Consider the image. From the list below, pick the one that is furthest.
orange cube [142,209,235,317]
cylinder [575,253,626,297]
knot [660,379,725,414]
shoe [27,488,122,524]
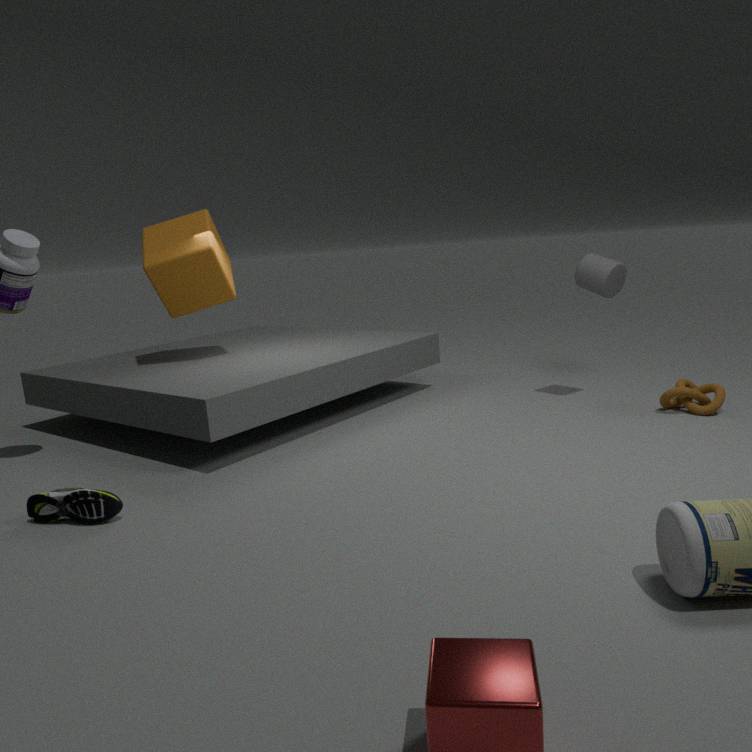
orange cube [142,209,235,317]
